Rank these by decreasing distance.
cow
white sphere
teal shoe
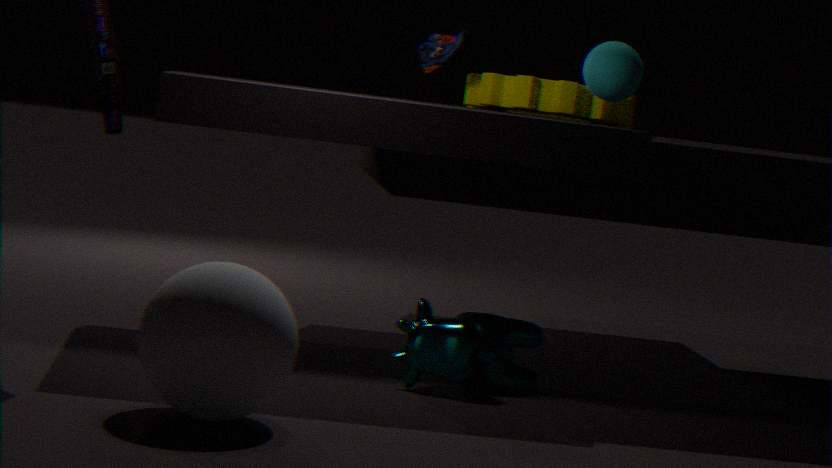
teal shoe < cow < white sphere
